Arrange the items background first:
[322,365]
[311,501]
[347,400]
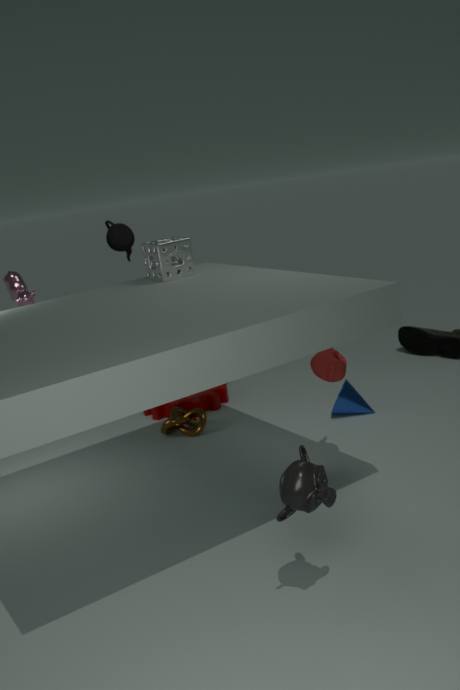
1. [347,400]
2. [322,365]
3. [311,501]
